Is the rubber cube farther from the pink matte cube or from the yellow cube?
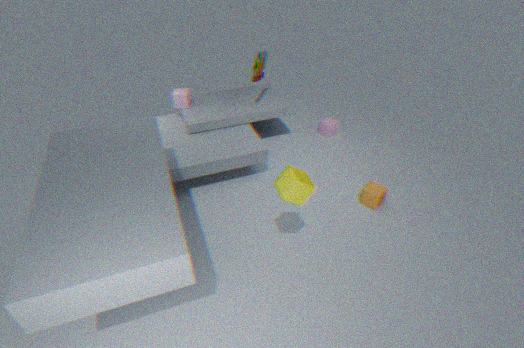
the yellow cube
